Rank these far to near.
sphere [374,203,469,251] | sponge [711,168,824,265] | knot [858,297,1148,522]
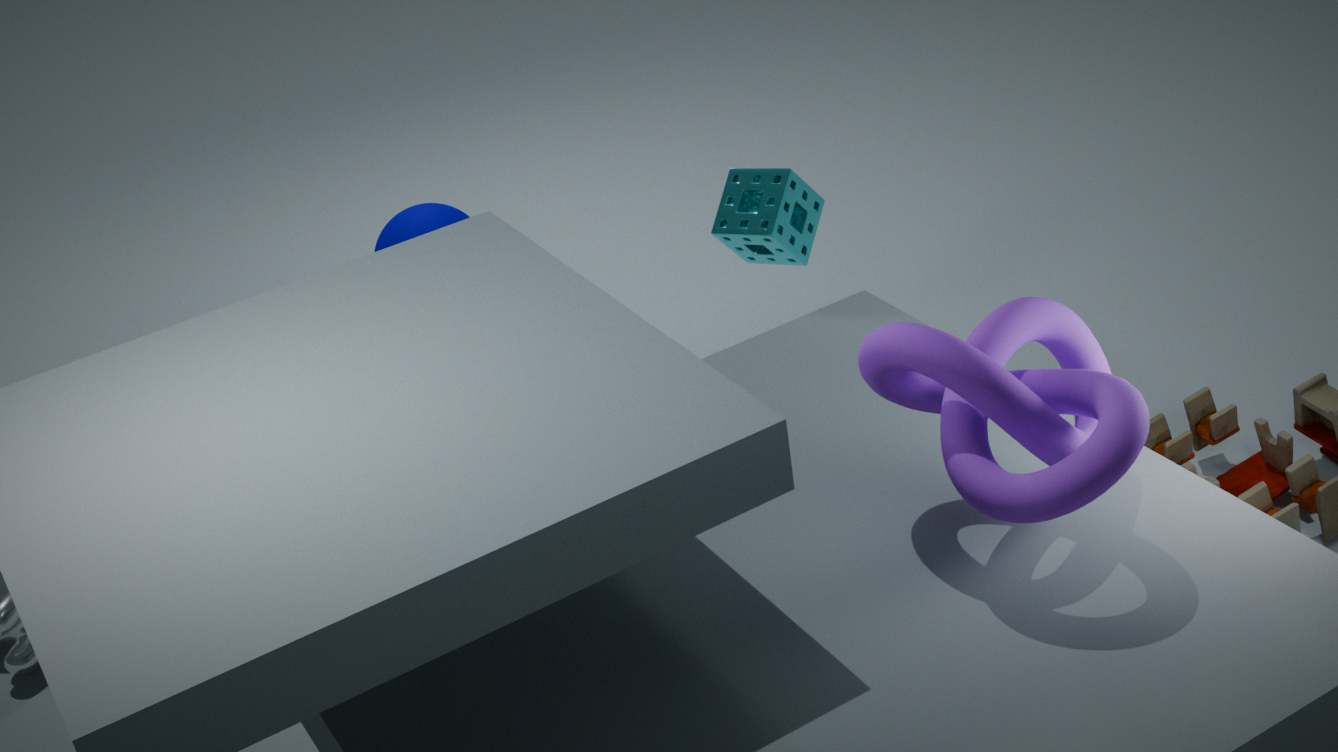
sphere [374,203,469,251] < sponge [711,168,824,265] < knot [858,297,1148,522]
